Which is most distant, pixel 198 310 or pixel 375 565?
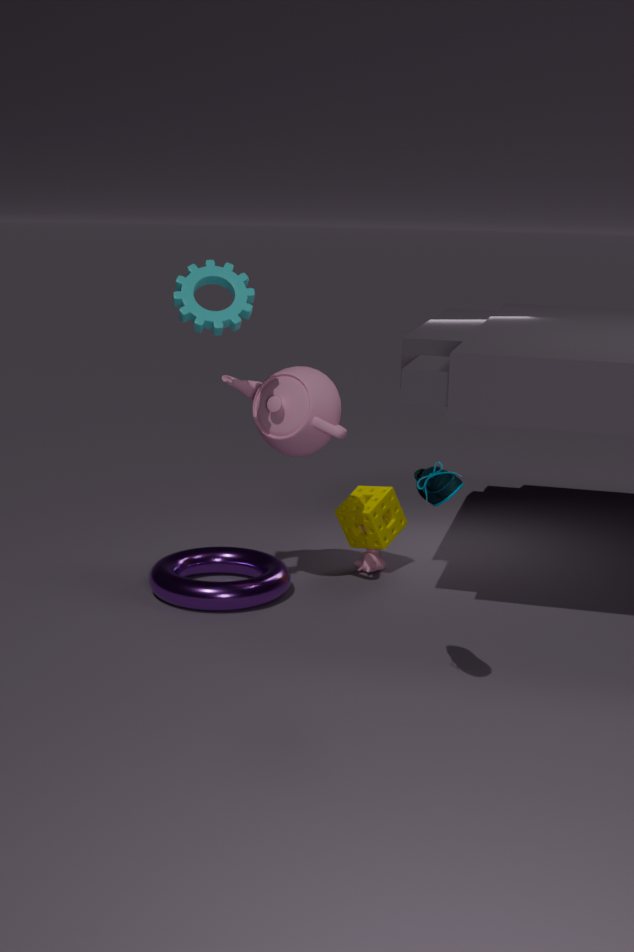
pixel 375 565
